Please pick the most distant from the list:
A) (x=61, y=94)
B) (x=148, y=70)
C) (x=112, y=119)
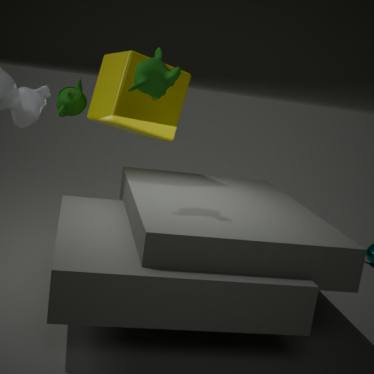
(x=61, y=94)
